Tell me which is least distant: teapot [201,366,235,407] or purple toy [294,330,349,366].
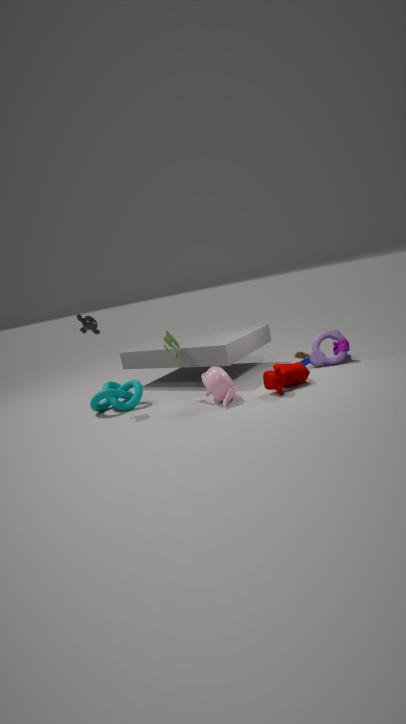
teapot [201,366,235,407]
